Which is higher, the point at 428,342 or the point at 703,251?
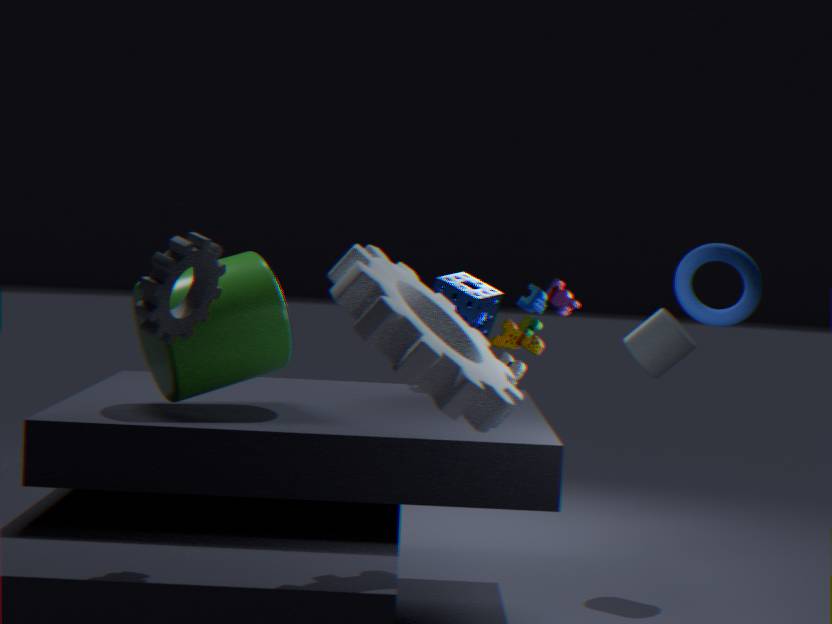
the point at 703,251
